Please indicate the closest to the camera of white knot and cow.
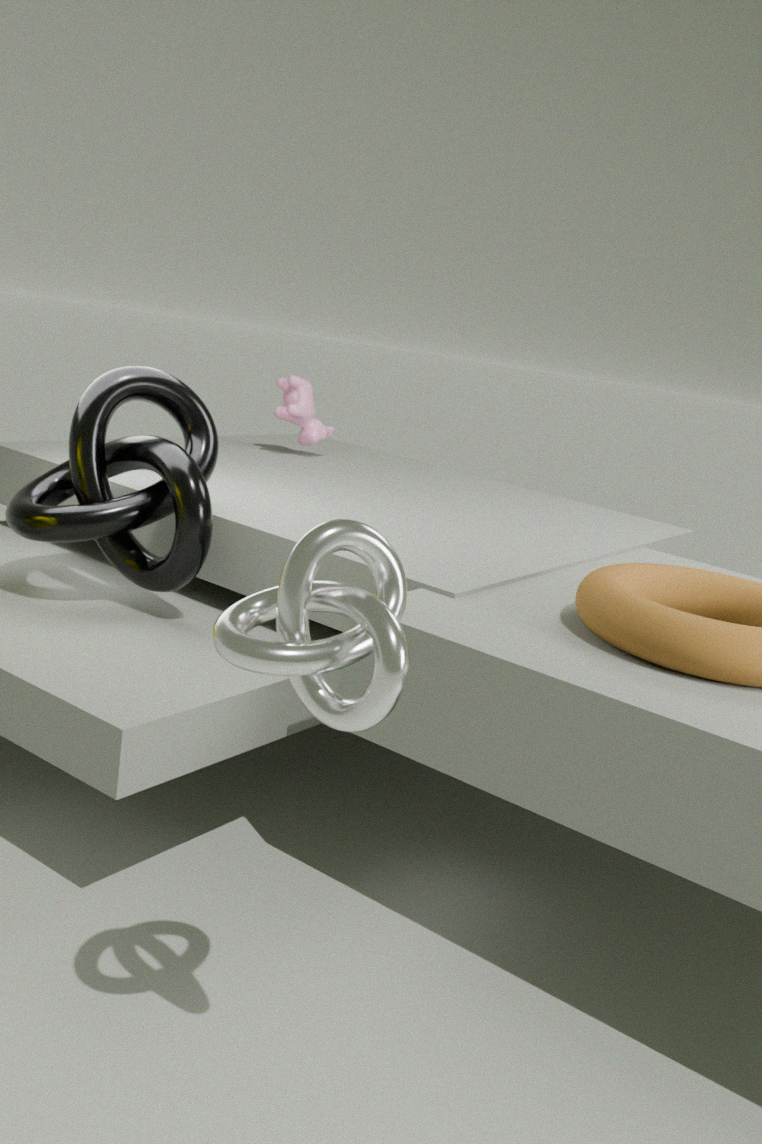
white knot
